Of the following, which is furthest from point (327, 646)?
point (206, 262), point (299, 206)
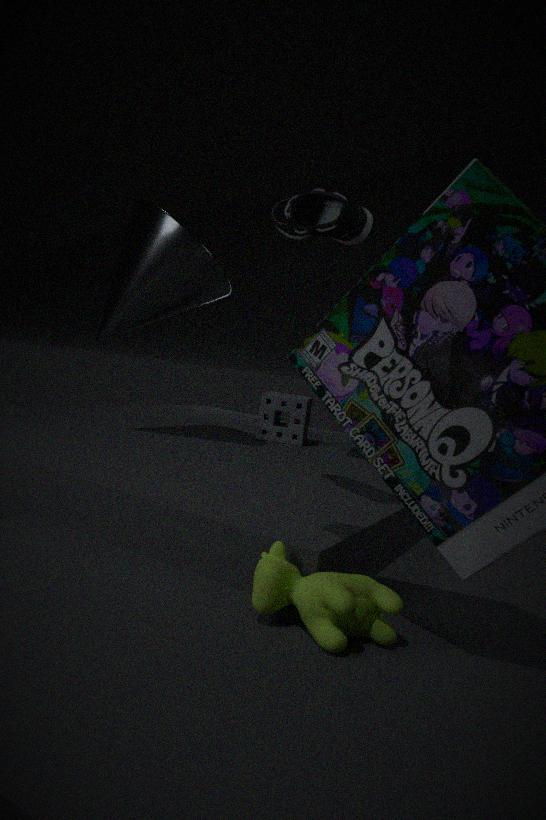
point (206, 262)
